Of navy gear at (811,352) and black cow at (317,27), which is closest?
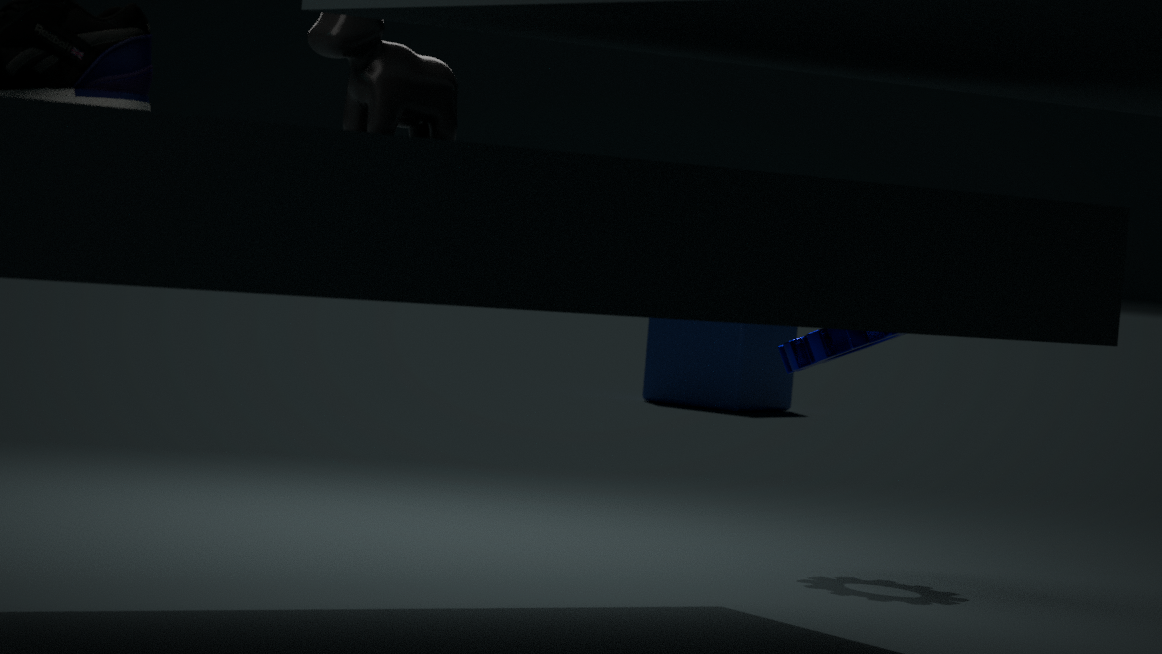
black cow at (317,27)
